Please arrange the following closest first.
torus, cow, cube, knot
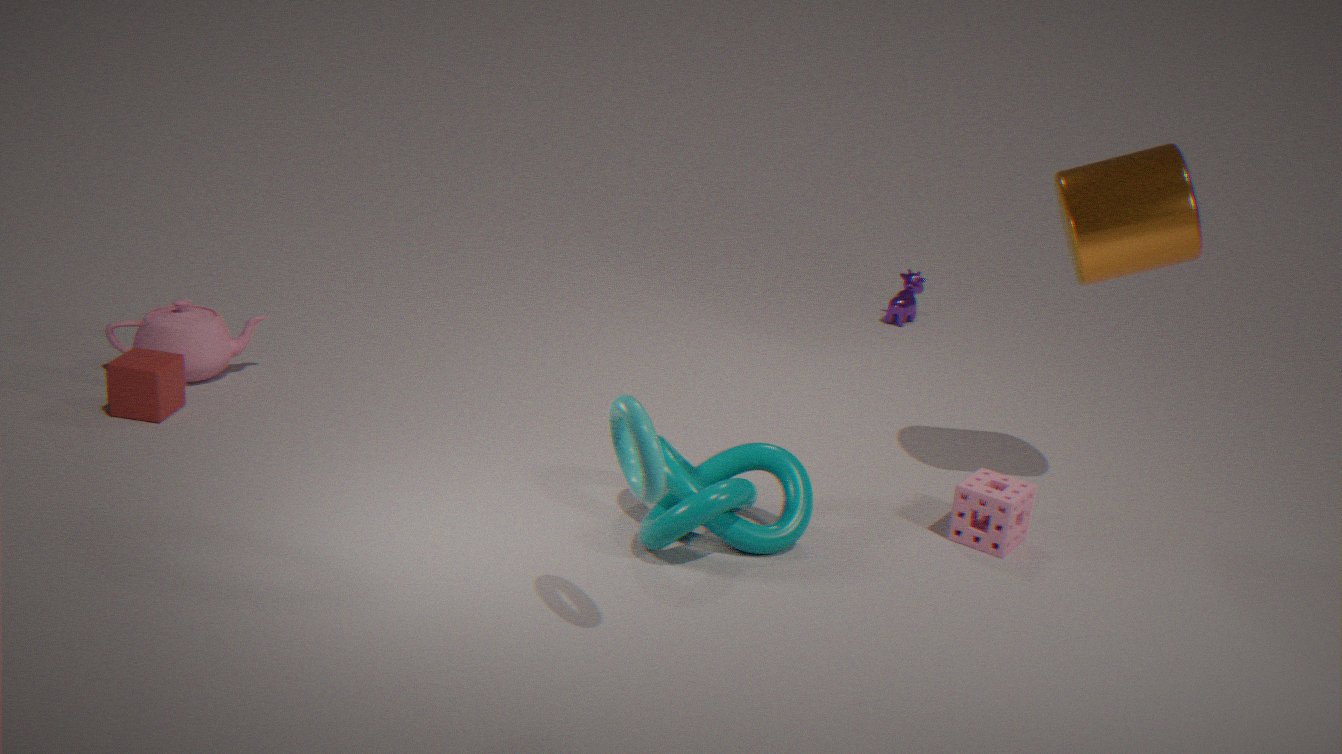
torus
knot
cube
cow
